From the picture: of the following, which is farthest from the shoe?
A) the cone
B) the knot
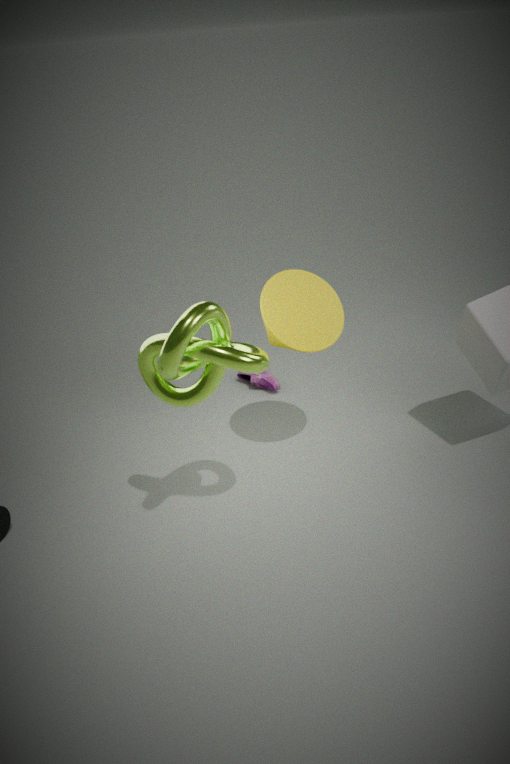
the knot
